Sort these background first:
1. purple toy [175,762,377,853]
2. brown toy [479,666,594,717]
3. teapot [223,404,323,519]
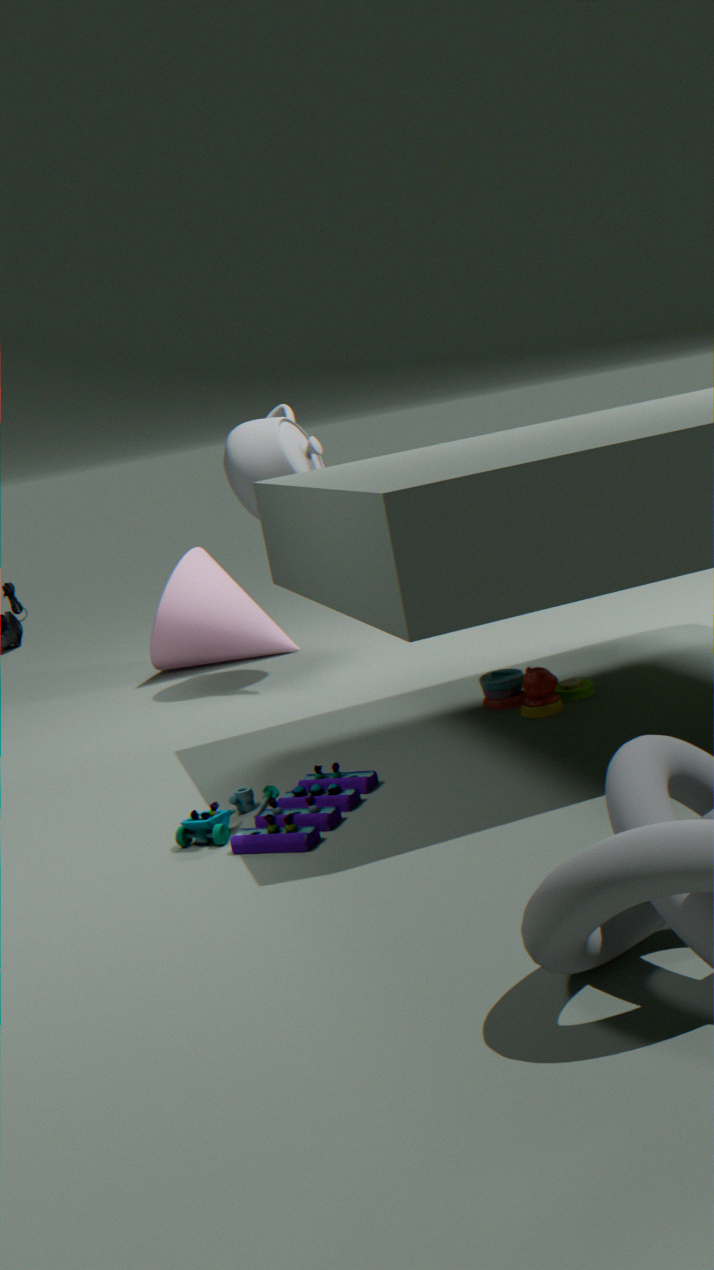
teapot [223,404,323,519] → brown toy [479,666,594,717] → purple toy [175,762,377,853]
